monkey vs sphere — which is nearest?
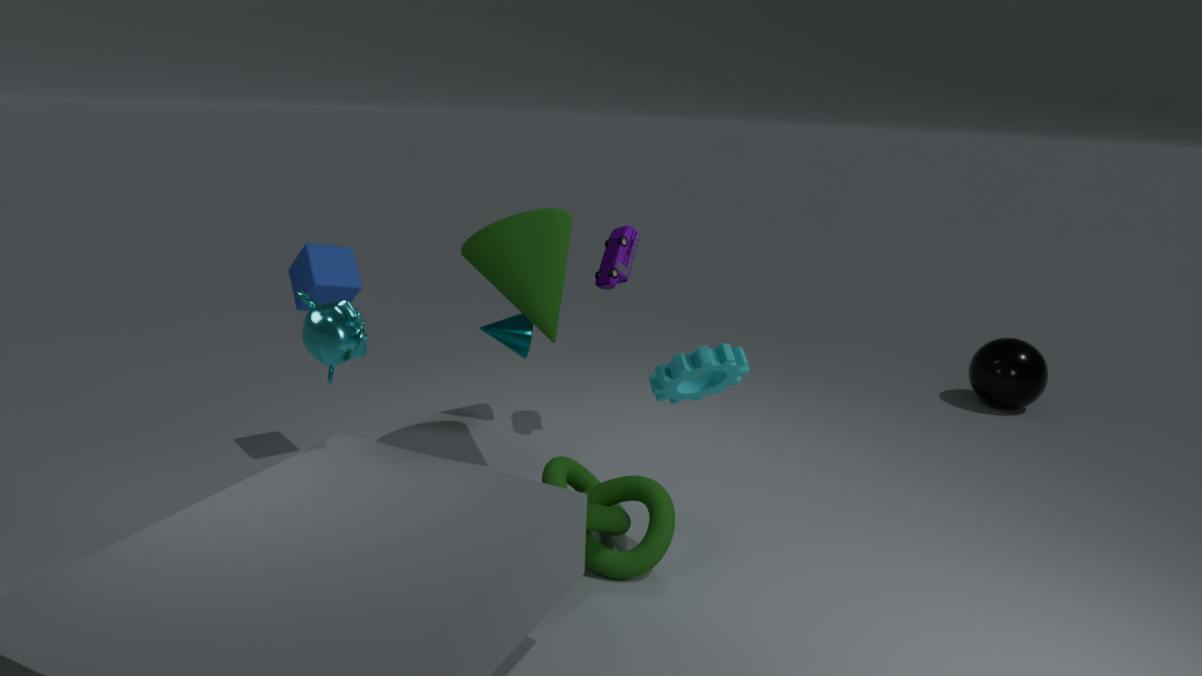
monkey
